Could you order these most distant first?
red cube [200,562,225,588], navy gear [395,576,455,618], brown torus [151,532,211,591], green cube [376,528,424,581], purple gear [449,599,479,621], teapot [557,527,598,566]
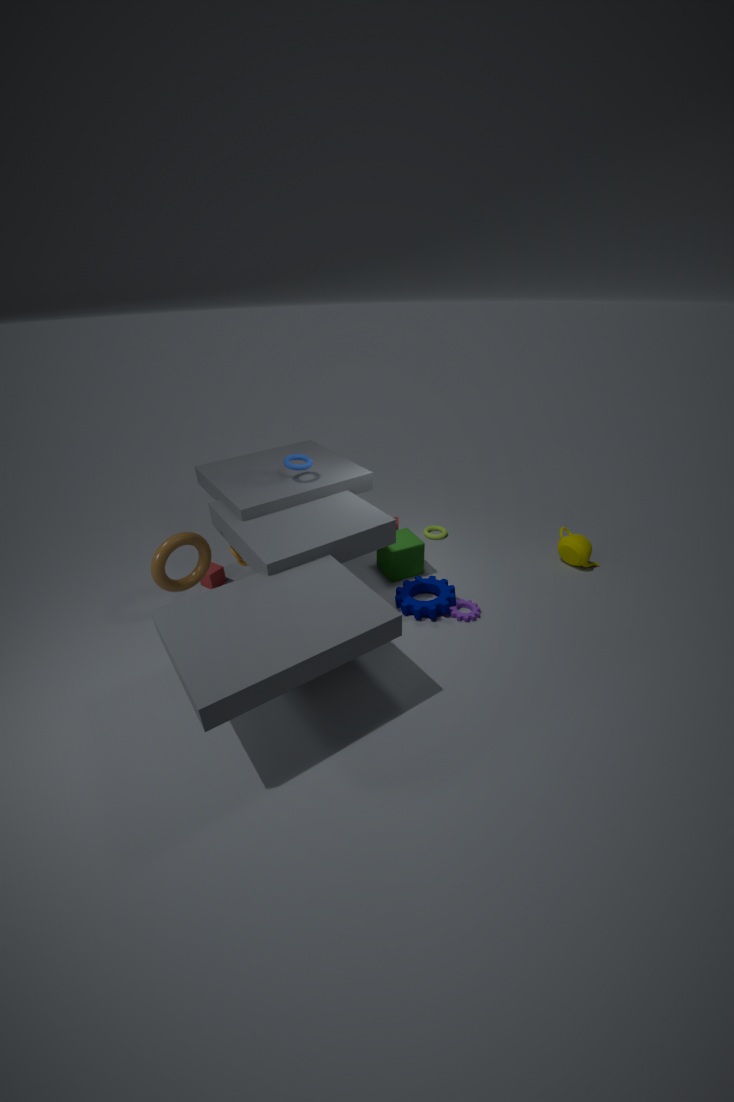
teapot [557,527,598,566] < red cube [200,562,225,588] < green cube [376,528,424,581] < purple gear [449,599,479,621] < navy gear [395,576,455,618] < brown torus [151,532,211,591]
